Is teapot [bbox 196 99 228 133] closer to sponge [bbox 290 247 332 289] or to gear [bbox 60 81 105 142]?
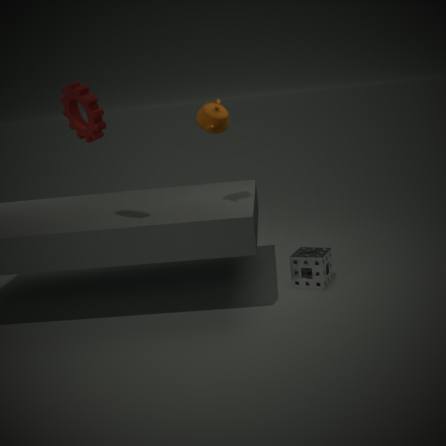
gear [bbox 60 81 105 142]
